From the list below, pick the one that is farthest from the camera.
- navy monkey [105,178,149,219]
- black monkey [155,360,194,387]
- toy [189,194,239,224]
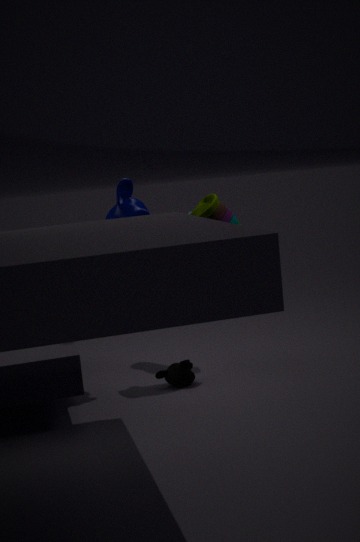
black monkey [155,360,194,387]
